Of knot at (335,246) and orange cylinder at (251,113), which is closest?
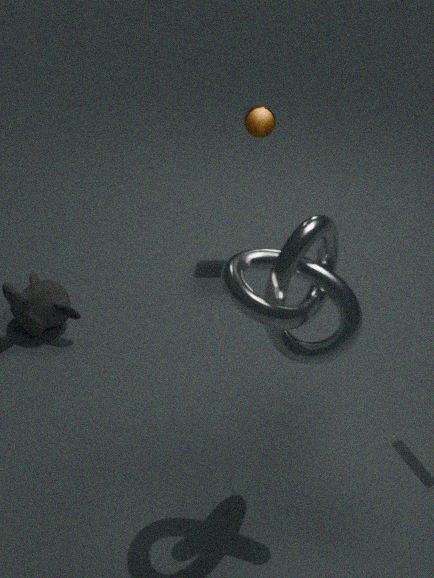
knot at (335,246)
